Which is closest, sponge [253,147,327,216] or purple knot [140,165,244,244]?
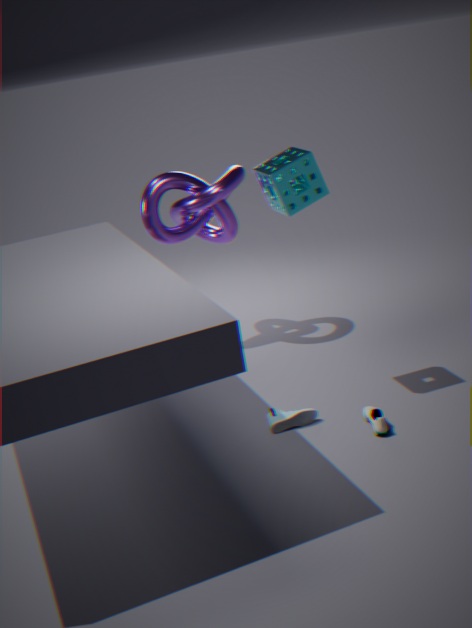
sponge [253,147,327,216]
